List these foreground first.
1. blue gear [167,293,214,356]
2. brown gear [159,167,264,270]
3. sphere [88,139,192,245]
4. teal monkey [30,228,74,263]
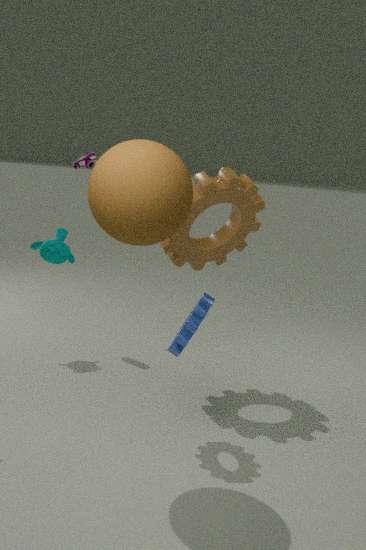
sphere [88,139,192,245]
blue gear [167,293,214,356]
brown gear [159,167,264,270]
teal monkey [30,228,74,263]
